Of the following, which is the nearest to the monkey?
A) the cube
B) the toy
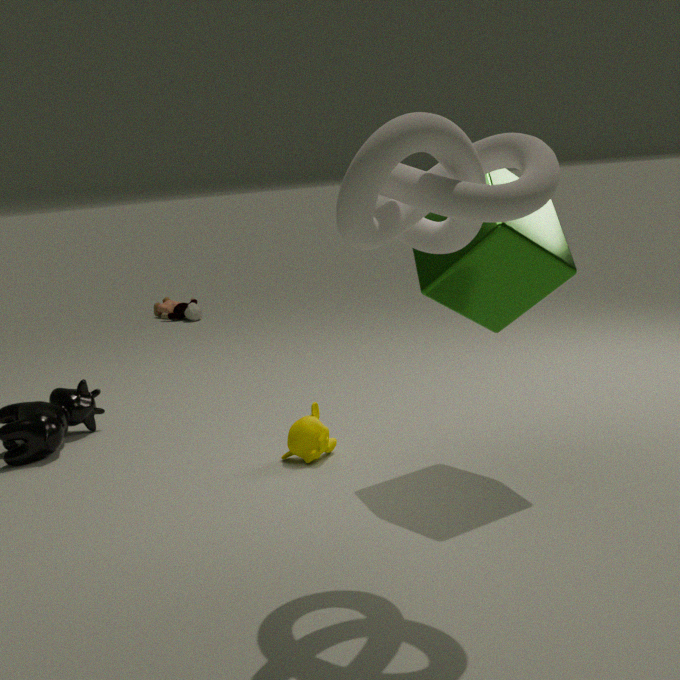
the cube
